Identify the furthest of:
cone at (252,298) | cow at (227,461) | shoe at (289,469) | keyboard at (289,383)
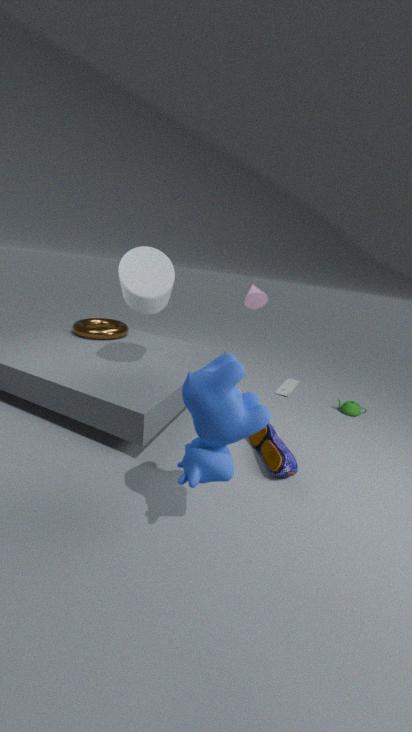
keyboard at (289,383)
